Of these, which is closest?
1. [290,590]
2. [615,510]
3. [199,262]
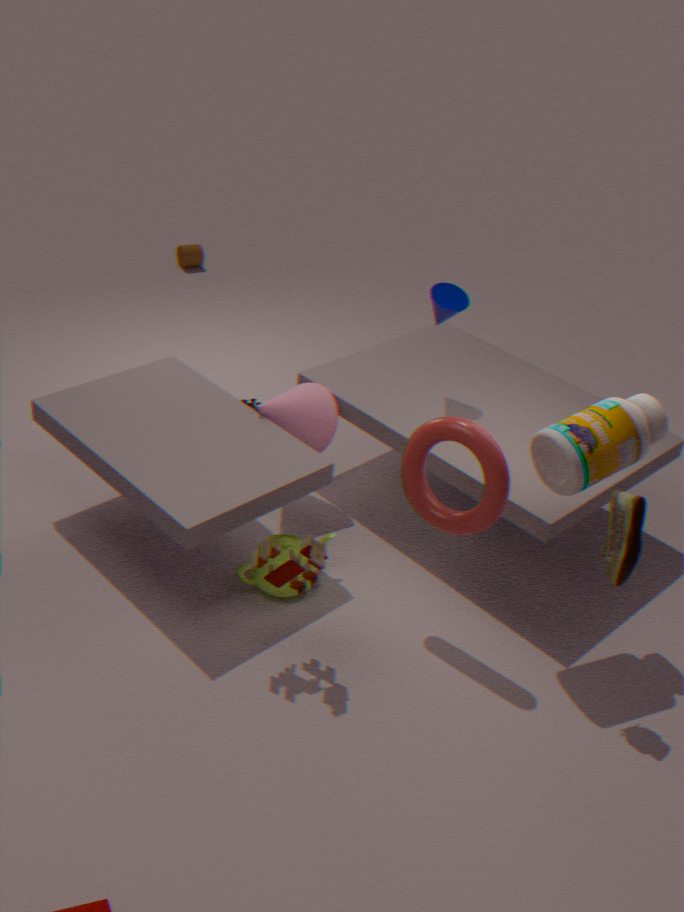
[615,510]
